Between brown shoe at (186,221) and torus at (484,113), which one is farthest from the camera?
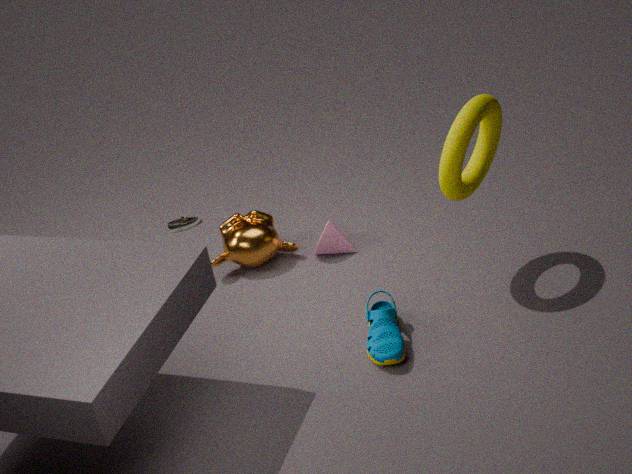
brown shoe at (186,221)
